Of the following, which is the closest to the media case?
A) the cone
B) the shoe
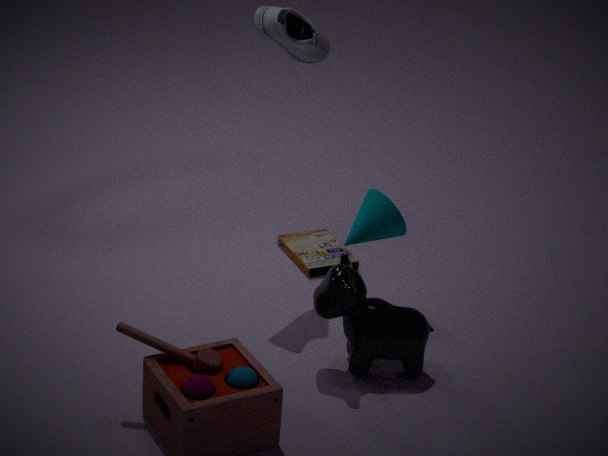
the cone
